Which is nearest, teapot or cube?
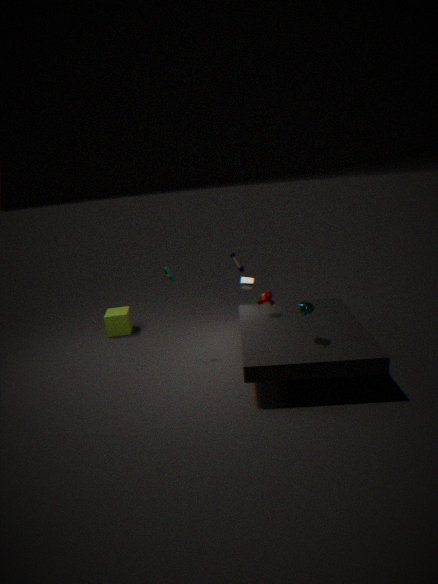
teapot
